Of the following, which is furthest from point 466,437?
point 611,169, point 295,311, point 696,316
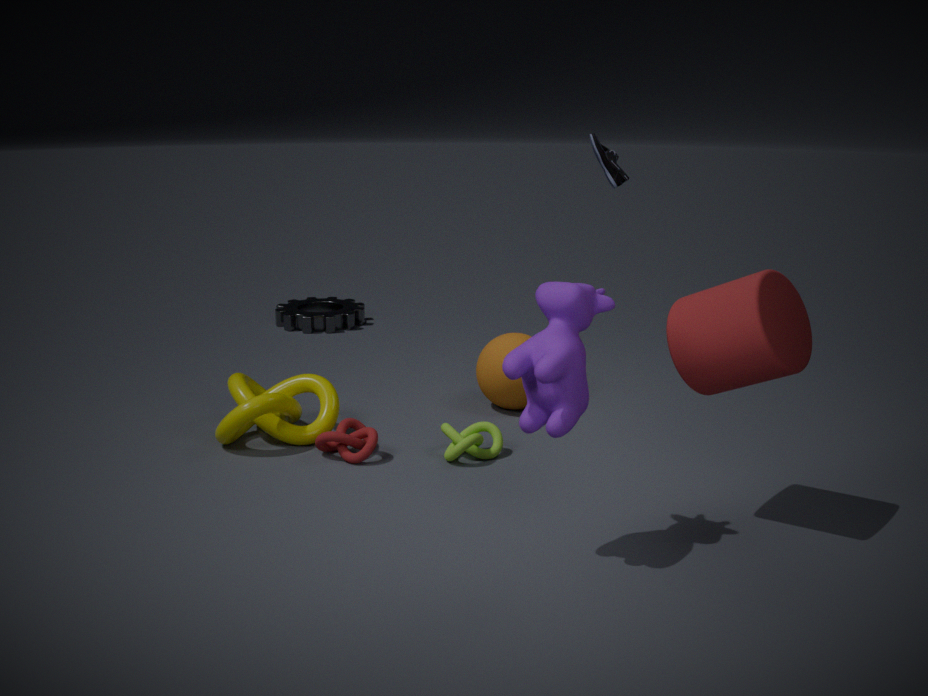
point 295,311
